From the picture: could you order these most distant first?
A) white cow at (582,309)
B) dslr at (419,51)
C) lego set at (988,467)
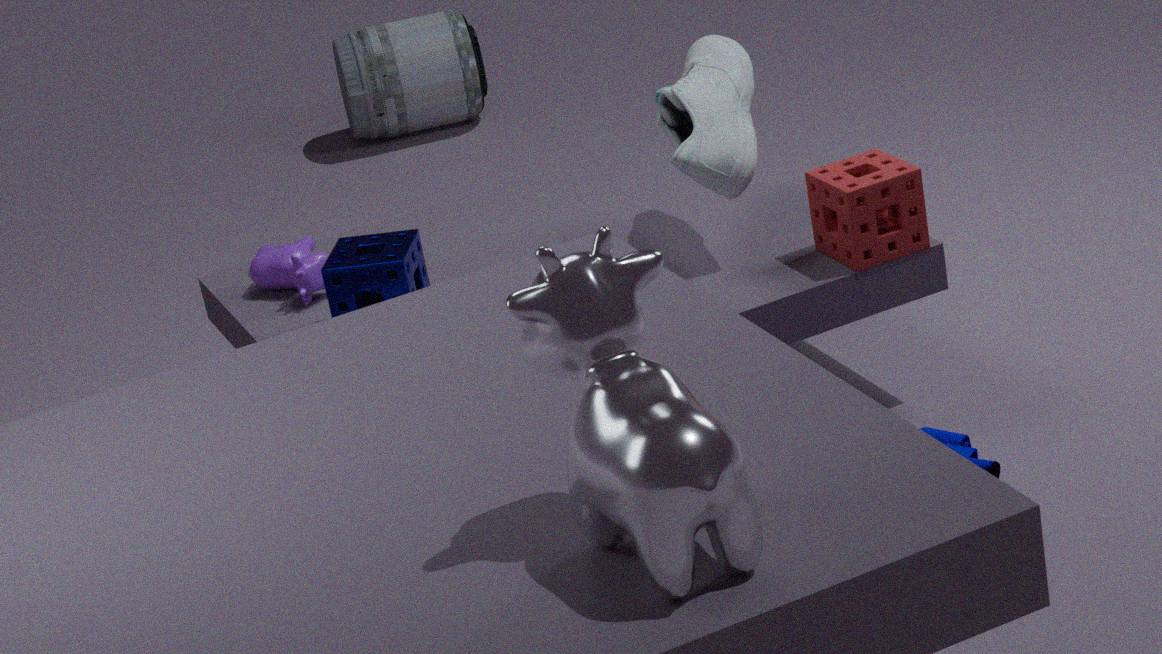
dslr at (419,51), lego set at (988,467), white cow at (582,309)
